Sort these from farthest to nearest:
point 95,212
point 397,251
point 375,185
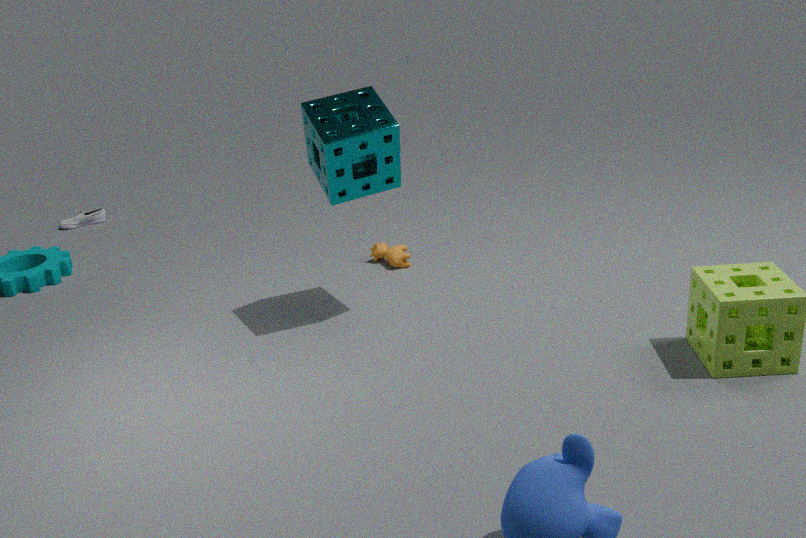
point 95,212
point 397,251
point 375,185
